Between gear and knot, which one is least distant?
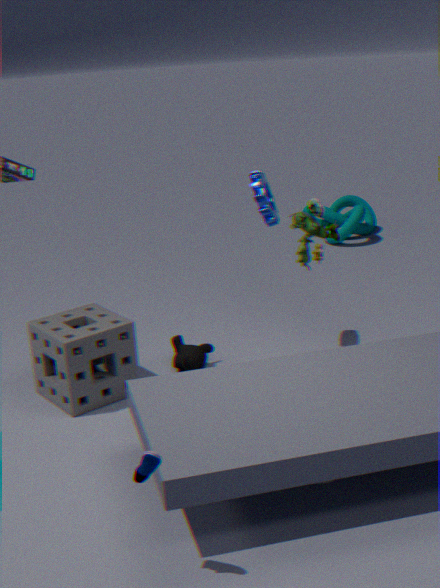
gear
